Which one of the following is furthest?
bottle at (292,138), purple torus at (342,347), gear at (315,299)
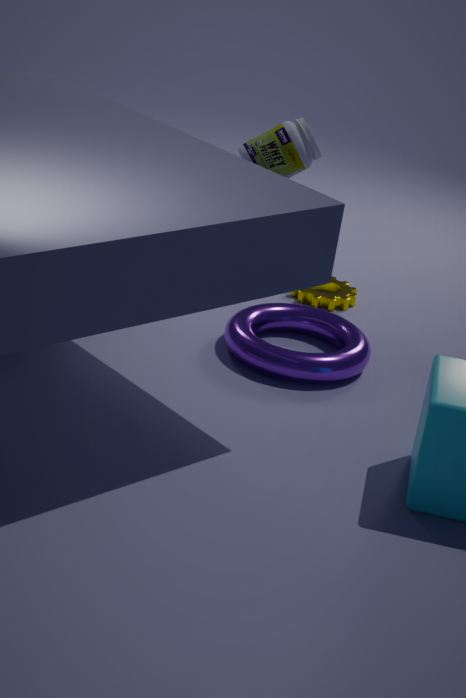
gear at (315,299)
